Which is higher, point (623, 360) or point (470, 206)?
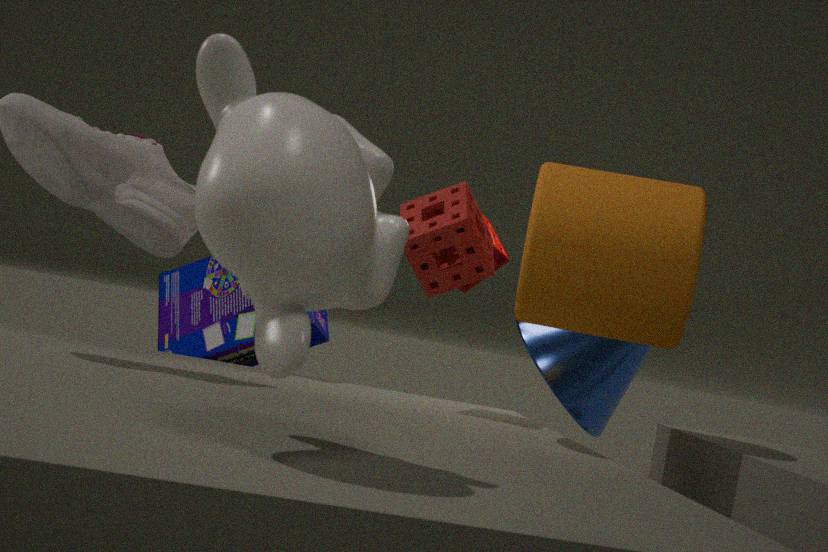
point (470, 206)
